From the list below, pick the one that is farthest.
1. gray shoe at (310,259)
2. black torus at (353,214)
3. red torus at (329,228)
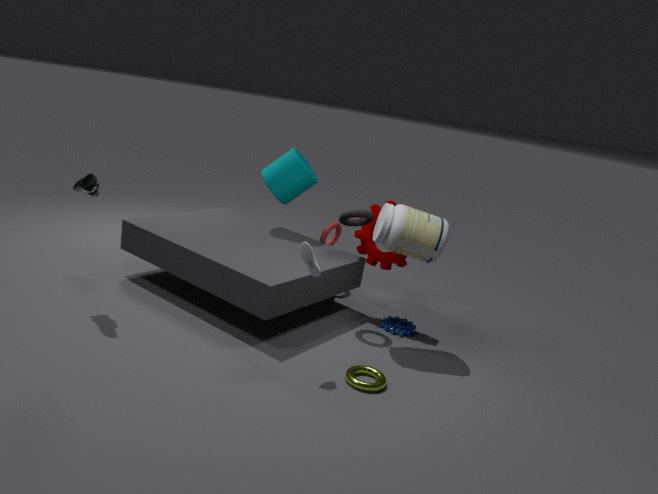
red torus at (329,228)
